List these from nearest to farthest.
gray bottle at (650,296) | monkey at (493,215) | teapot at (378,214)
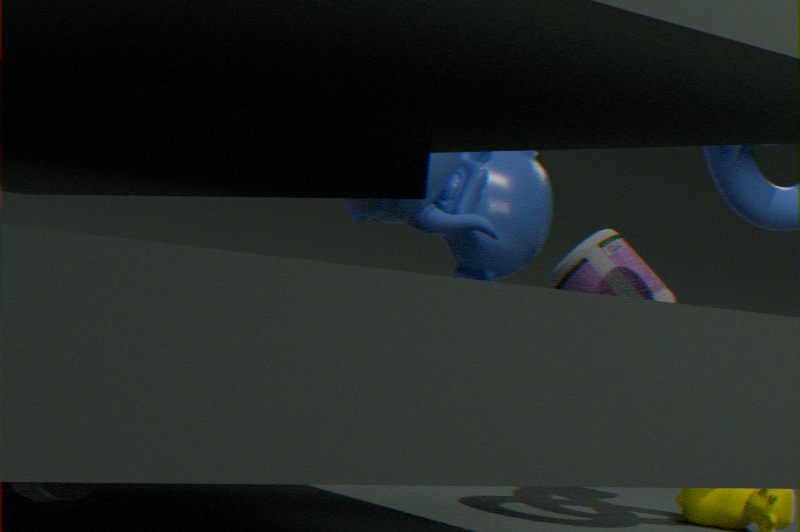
teapot at (378,214) → monkey at (493,215) → gray bottle at (650,296)
